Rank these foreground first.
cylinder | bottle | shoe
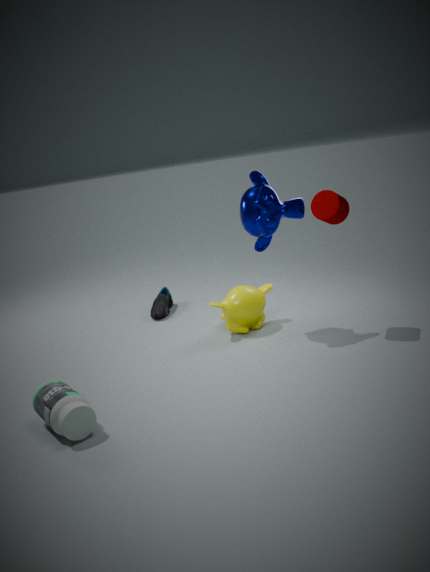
bottle < cylinder < shoe
